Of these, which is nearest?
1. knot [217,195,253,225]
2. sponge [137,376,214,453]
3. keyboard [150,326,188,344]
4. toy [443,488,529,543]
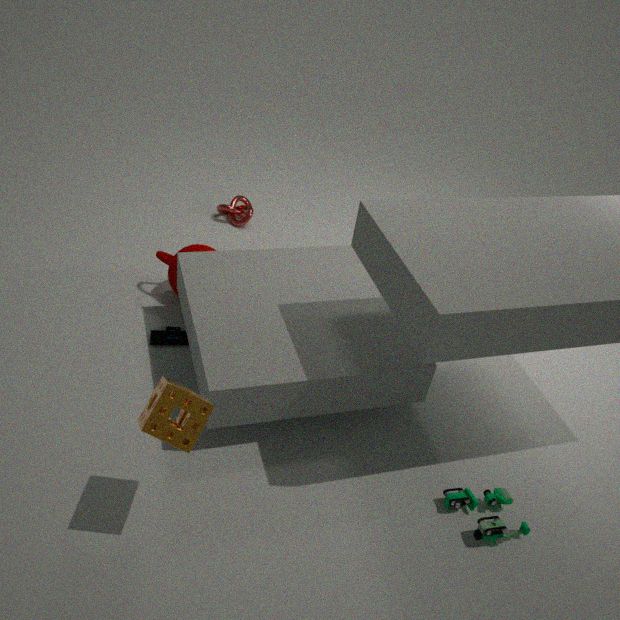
sponge [137,376,214,453]
